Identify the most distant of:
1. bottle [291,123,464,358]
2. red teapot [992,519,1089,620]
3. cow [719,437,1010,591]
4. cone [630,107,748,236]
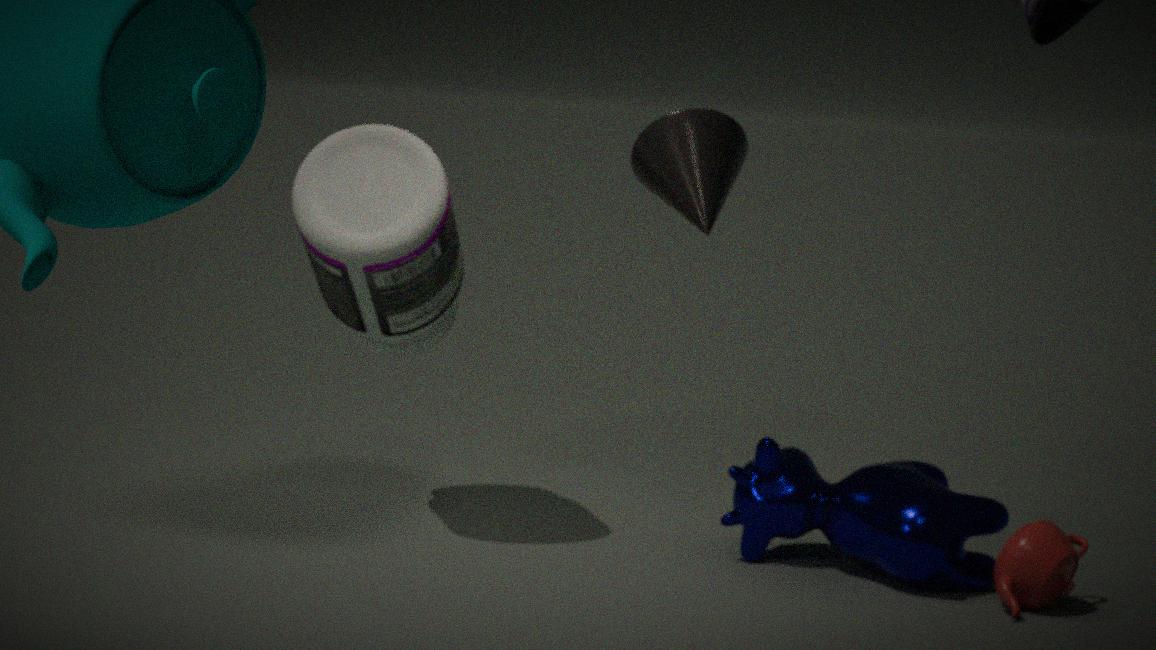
cow [719,437,1010,591]
